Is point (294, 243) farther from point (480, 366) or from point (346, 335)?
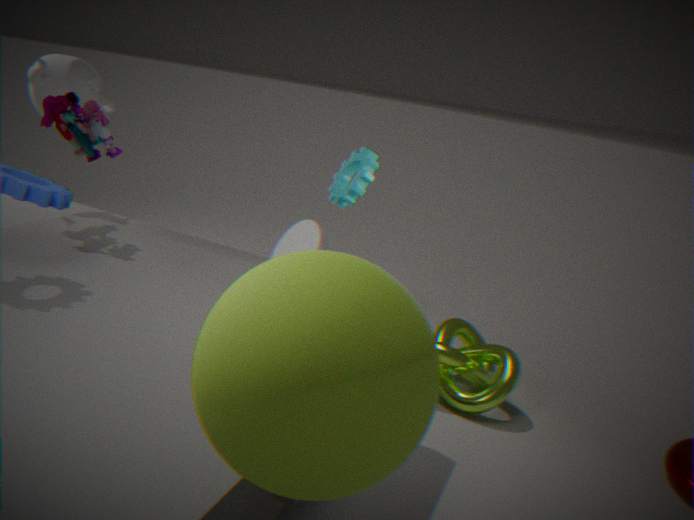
point (346, 335)
